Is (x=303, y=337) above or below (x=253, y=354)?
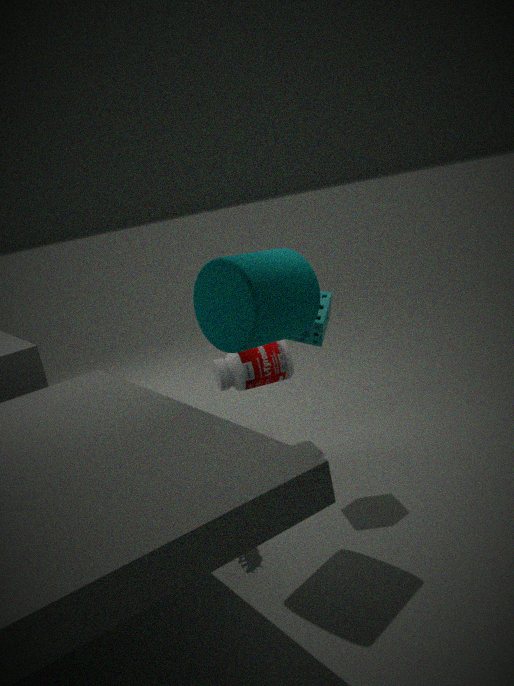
above
